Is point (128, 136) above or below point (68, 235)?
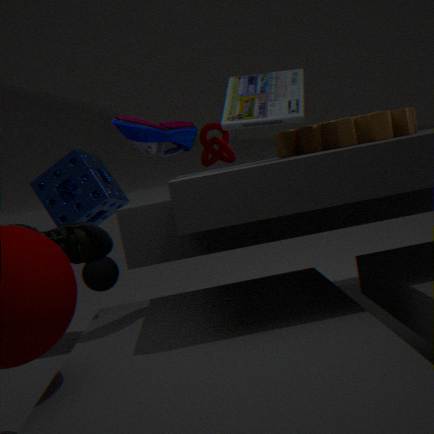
above
